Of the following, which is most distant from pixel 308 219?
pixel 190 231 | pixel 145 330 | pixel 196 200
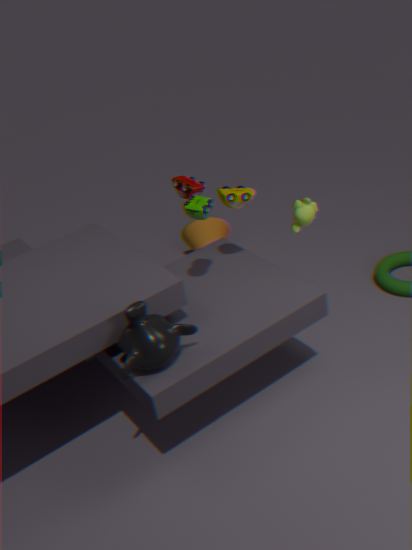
pixel 190 231
